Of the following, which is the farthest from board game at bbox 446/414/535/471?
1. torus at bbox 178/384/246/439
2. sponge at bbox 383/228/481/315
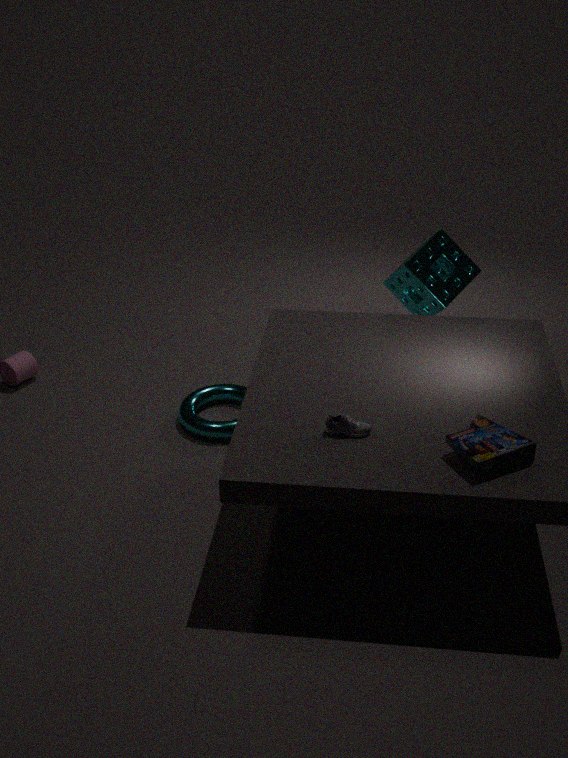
torus at bbox 178/384/246/439
